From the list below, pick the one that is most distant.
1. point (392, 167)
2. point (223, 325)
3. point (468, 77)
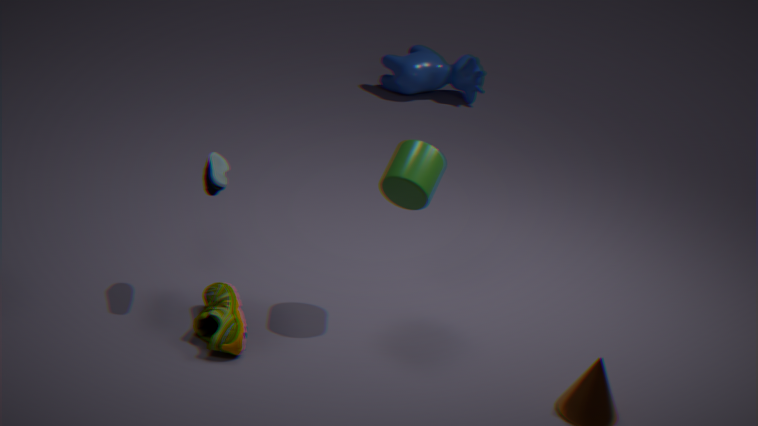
point (468, 77)
